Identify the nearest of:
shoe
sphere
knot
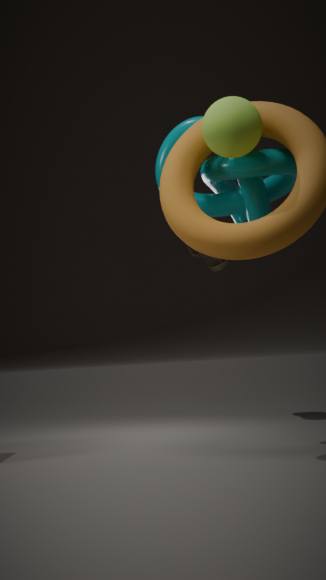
sphere
